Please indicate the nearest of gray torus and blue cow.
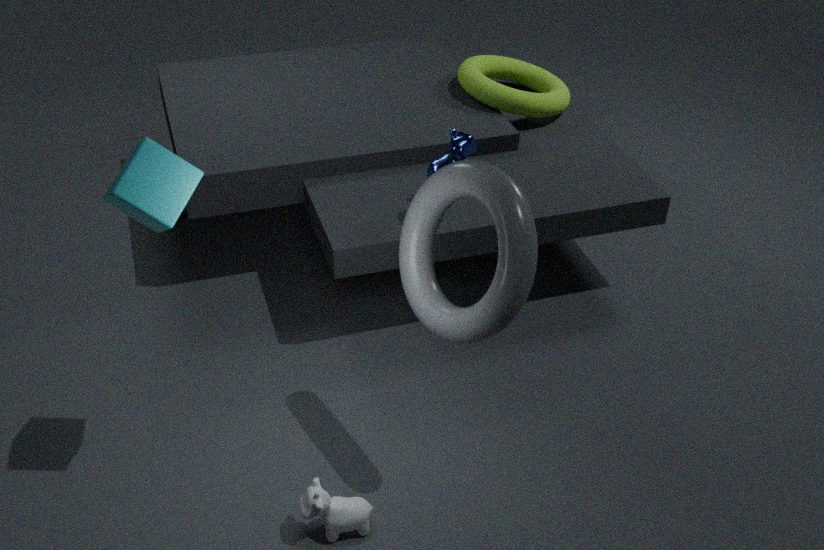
gray torus
